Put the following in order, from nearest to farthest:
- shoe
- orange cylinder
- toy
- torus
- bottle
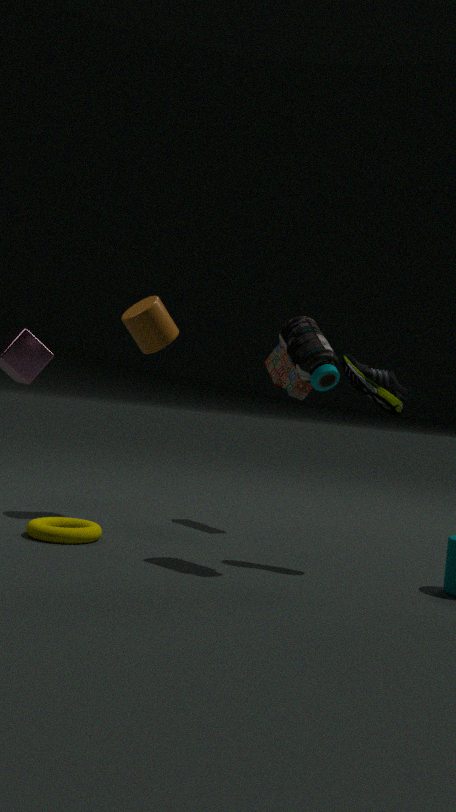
bottle → shoe → torus → orange cylinder → toy
